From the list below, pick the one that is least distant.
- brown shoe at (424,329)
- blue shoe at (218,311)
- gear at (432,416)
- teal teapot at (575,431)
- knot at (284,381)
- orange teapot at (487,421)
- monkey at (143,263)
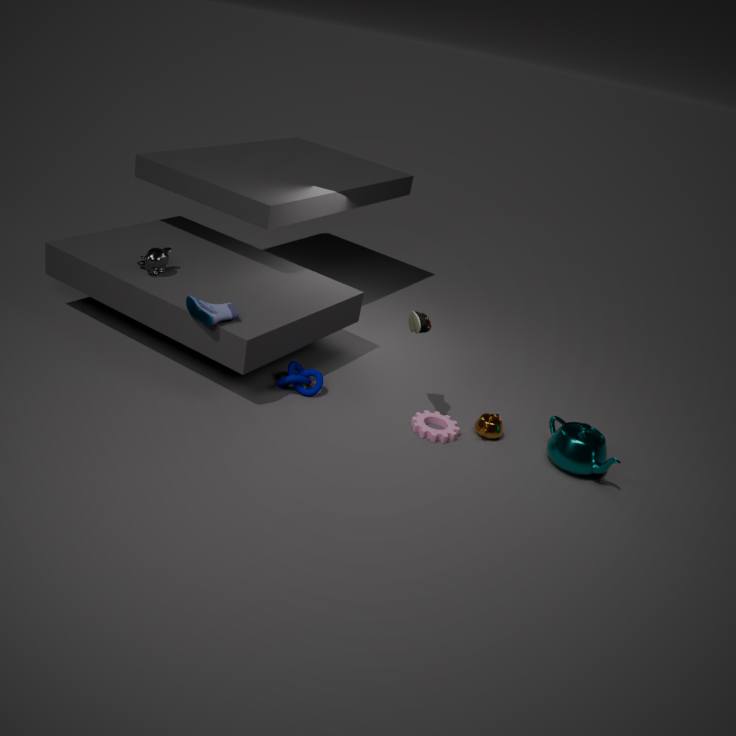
brown shoe at (424,329)
